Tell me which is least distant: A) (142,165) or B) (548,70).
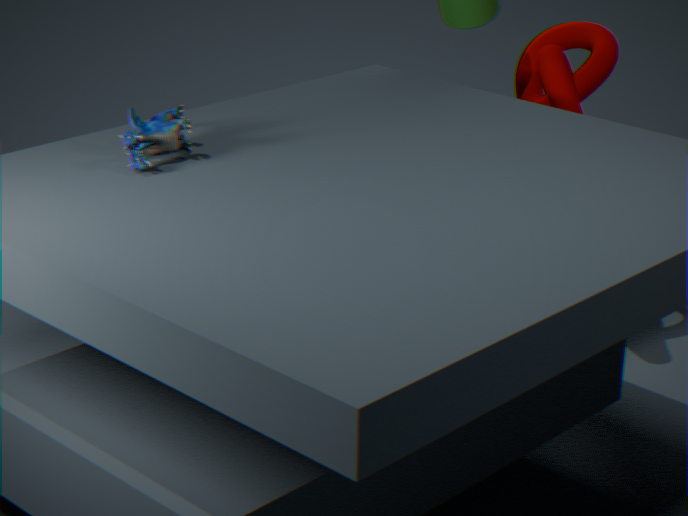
A. (142,165)
